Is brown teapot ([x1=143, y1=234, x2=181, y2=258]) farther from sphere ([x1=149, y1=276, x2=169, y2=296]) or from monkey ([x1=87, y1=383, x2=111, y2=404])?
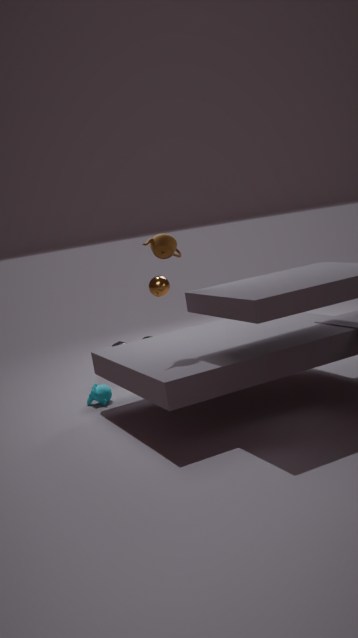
sphere ([x1=149, y1=276, x2=169, y2=296])
